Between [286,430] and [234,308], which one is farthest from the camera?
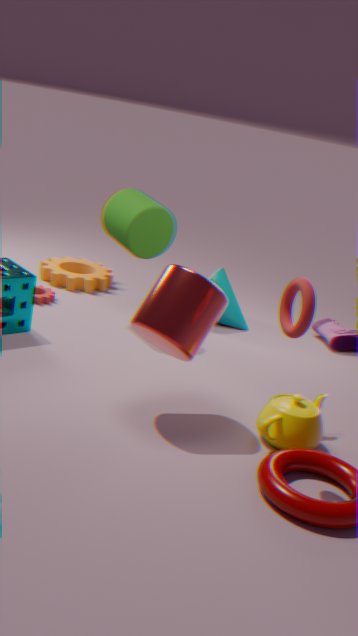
[234,308]
